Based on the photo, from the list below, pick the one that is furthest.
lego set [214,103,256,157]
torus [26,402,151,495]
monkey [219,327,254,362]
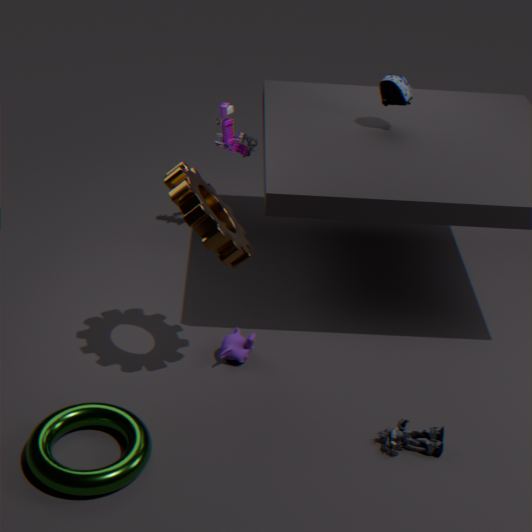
lego set [214,103,256,157]
